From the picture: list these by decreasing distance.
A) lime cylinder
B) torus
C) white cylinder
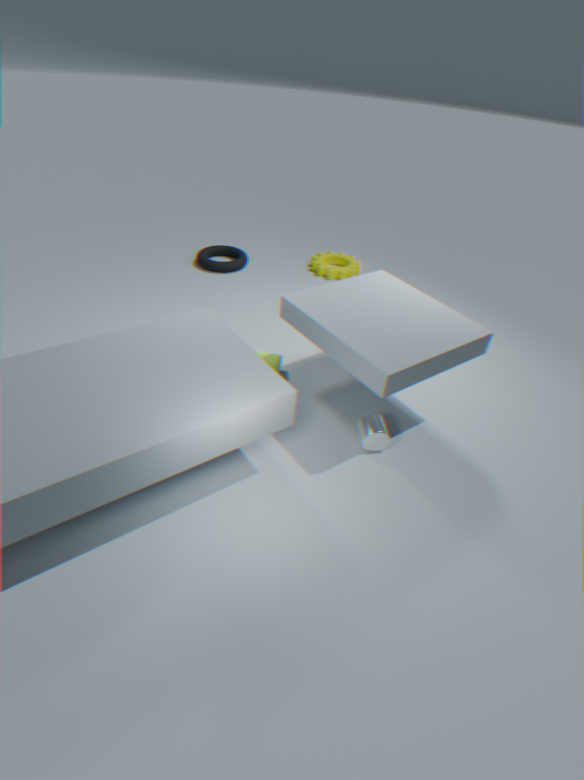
torus
lime cylinder
white cylinder
